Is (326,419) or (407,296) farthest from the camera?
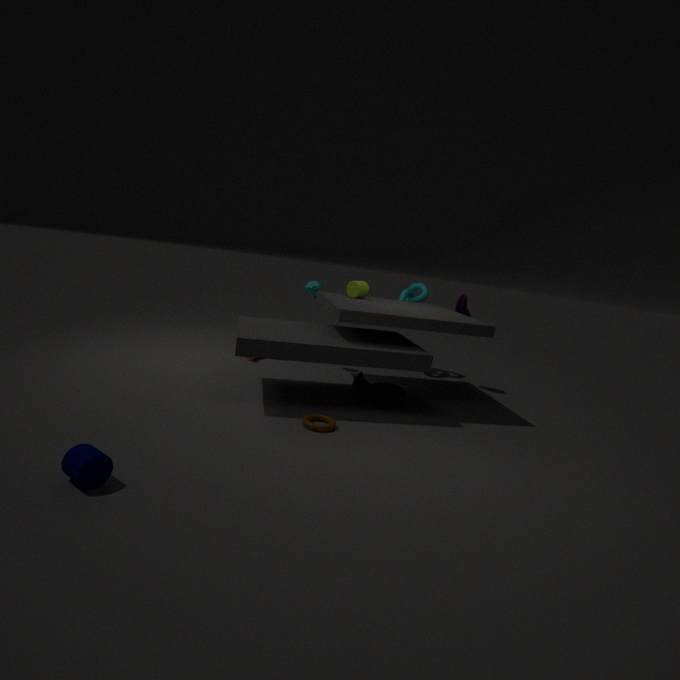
(407,296)
